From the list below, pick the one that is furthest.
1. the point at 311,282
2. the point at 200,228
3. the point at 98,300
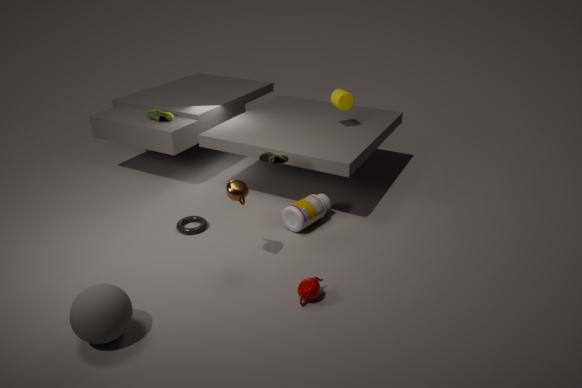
the point at 200,228
